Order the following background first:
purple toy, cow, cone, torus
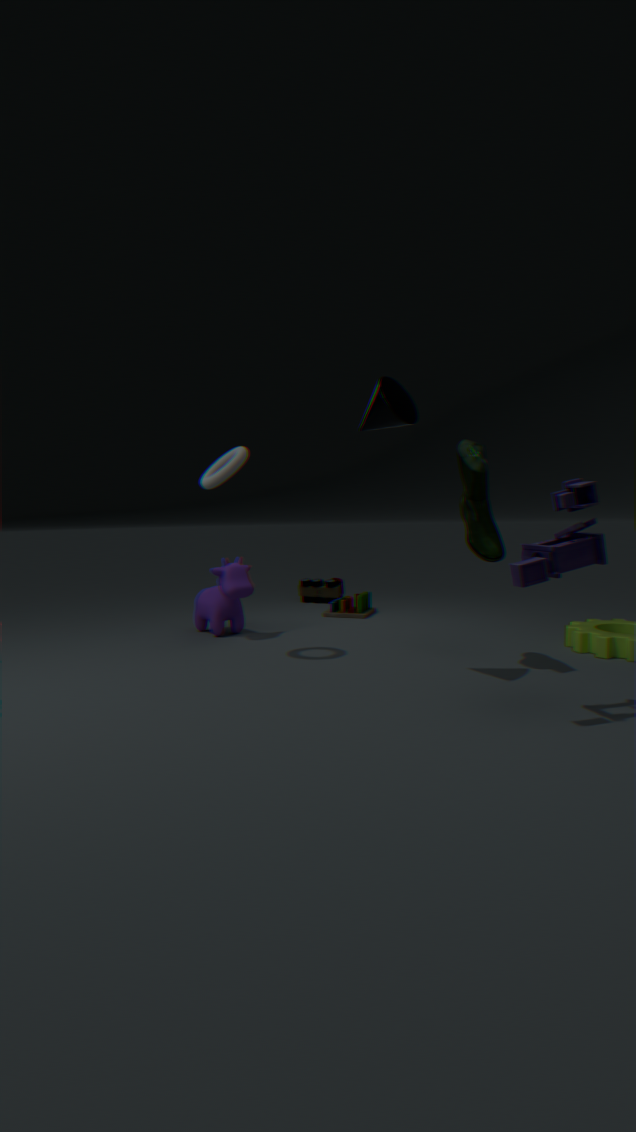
cow, torus, cone, purple toy
